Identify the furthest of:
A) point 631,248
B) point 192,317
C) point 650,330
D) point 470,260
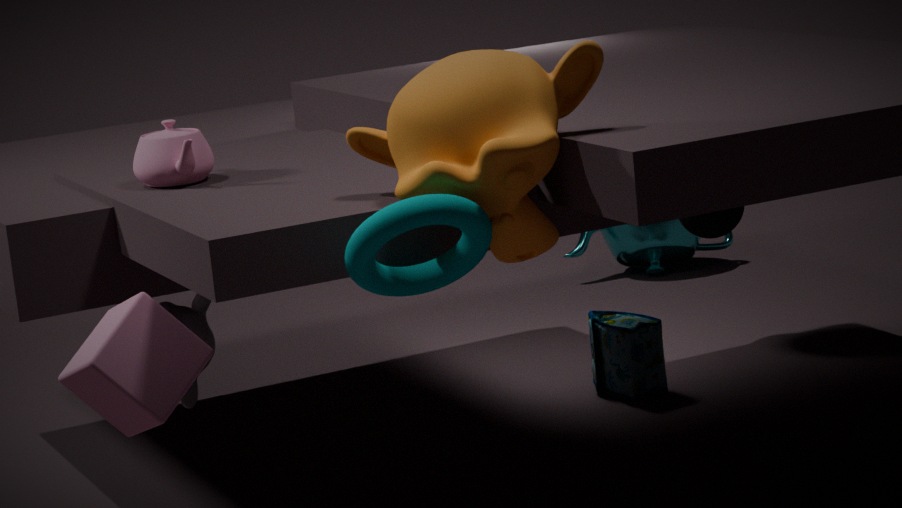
Answer: A. point 631,248
